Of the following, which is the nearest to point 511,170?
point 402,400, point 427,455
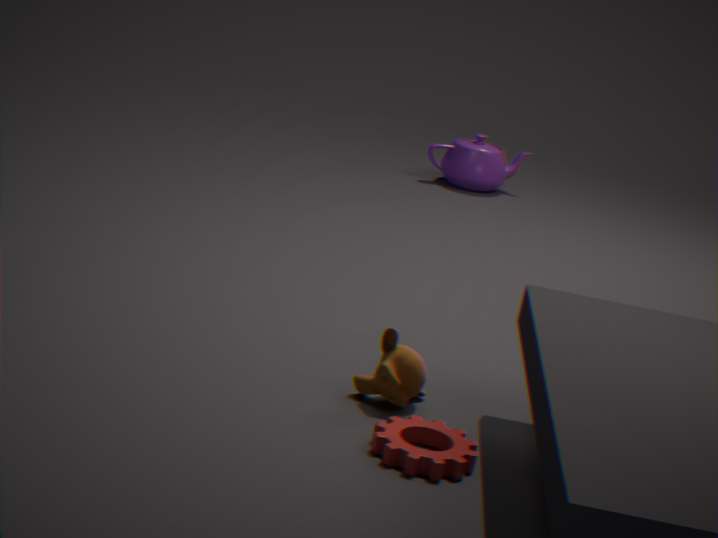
point 402,400
